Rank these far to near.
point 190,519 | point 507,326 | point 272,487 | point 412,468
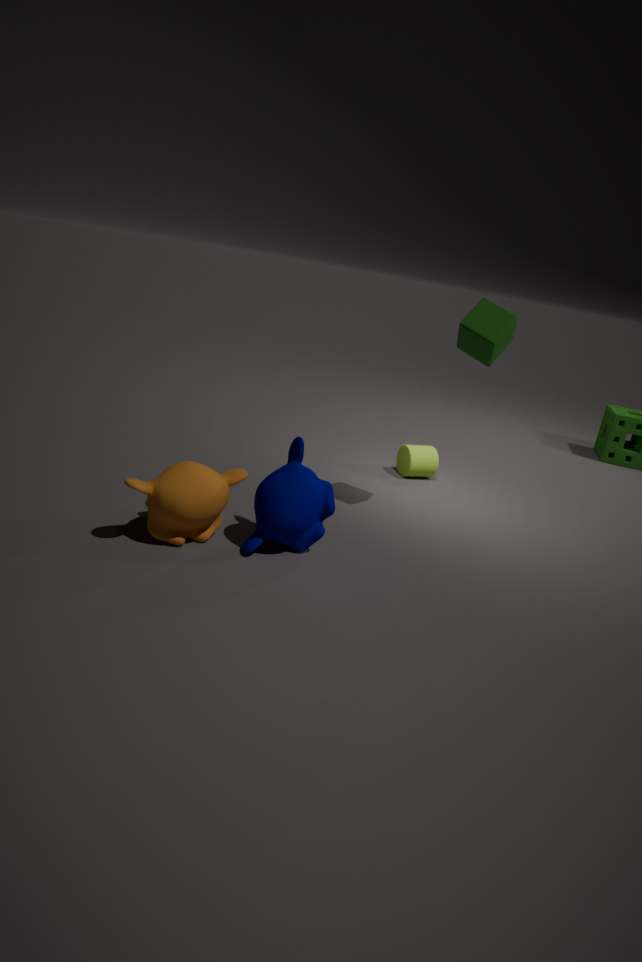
point 412,468
point 507,326
point 272,487
point 190,519
